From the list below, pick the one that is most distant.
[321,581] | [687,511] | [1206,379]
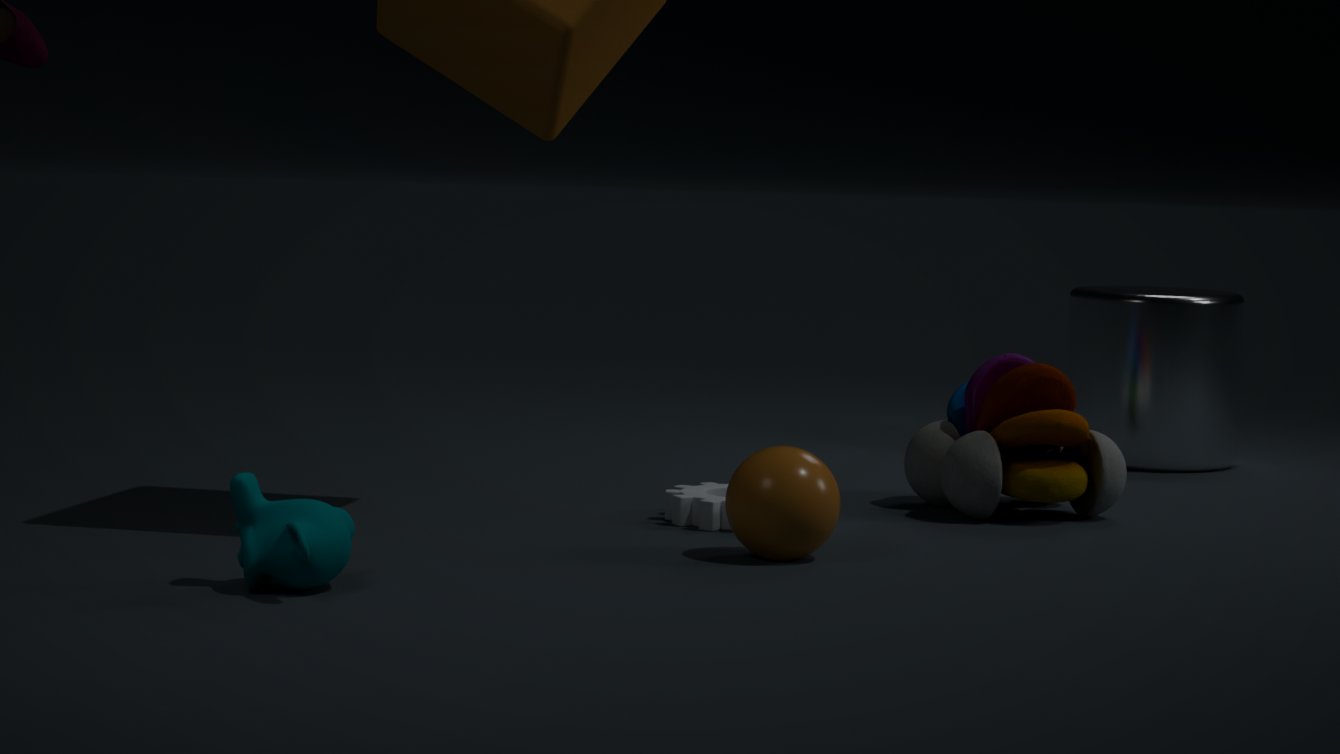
[1206,379]
